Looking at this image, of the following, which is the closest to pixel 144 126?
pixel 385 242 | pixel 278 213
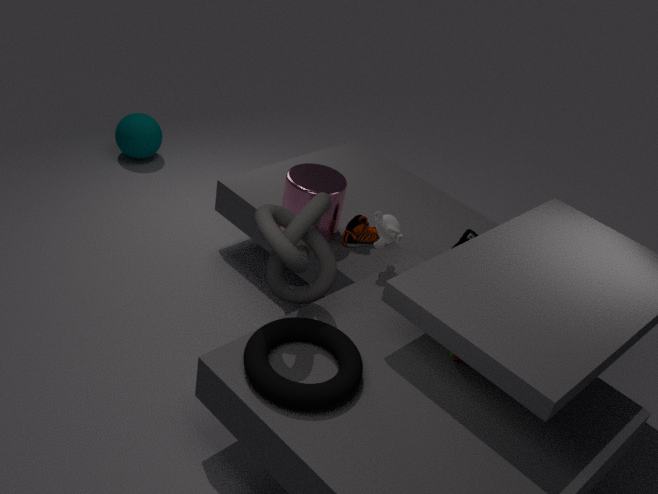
pixel 385 242
